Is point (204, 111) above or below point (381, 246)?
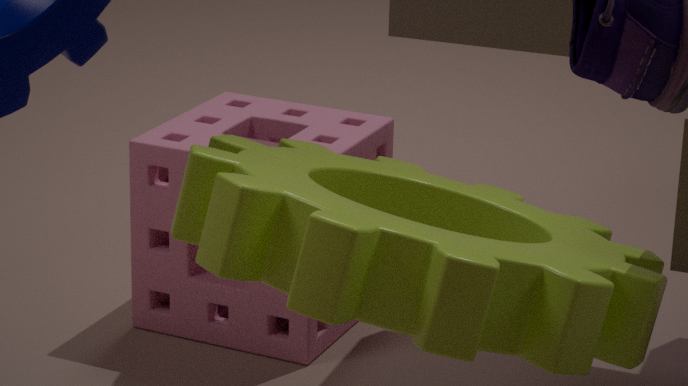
below
